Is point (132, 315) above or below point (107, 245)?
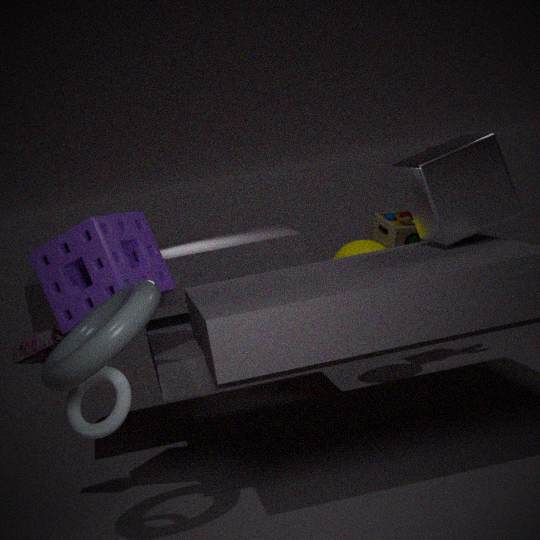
below
